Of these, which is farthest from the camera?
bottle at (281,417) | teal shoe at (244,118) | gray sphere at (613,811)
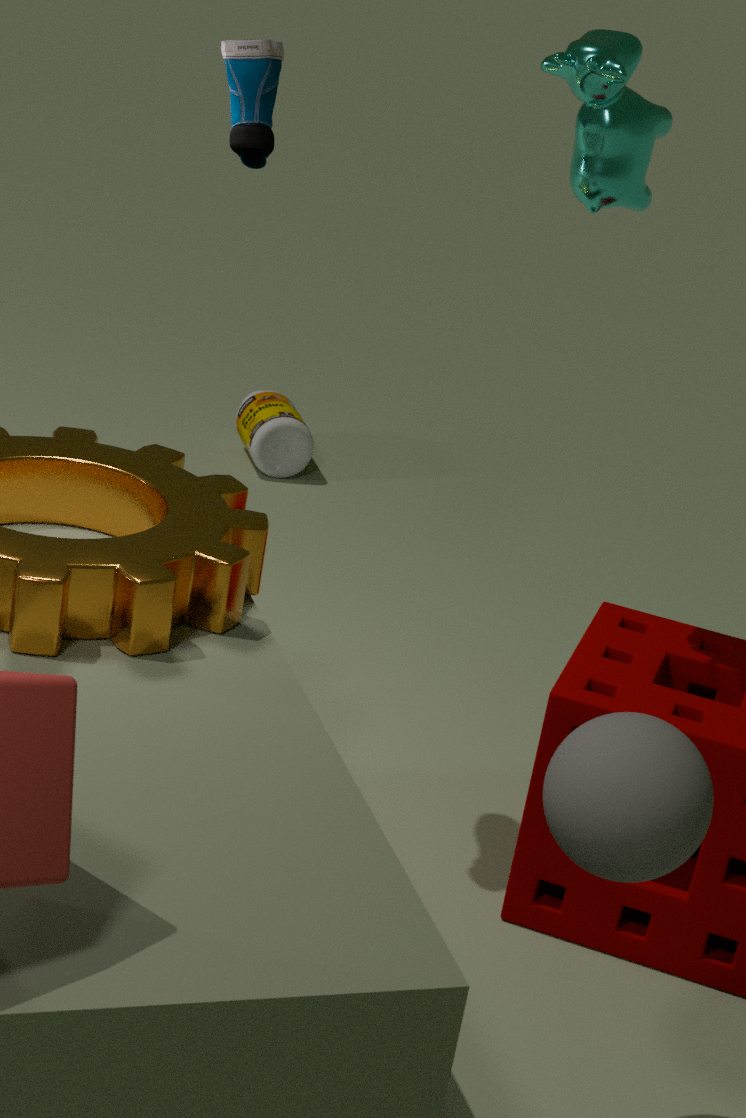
bottle at (281,417)
